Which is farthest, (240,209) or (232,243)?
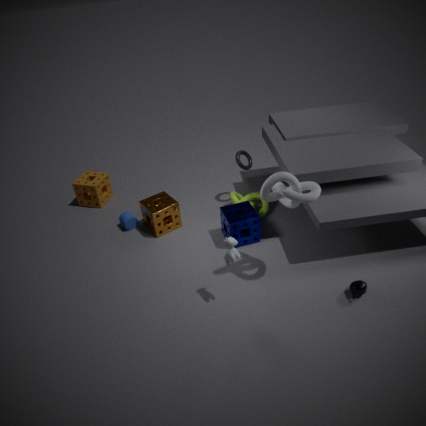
(240,209)
